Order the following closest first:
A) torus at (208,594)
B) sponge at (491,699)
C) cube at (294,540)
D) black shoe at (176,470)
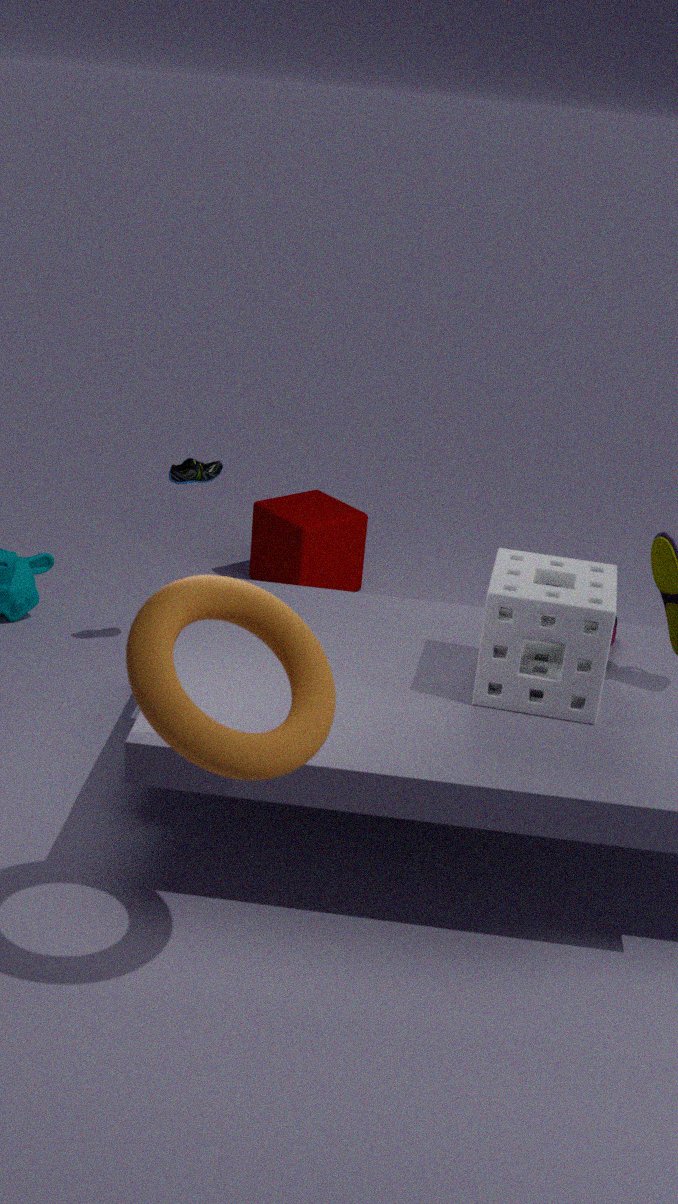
torus at (208,594), sponge at (491,699), black shoe at (176,470), cube at (294,540)
